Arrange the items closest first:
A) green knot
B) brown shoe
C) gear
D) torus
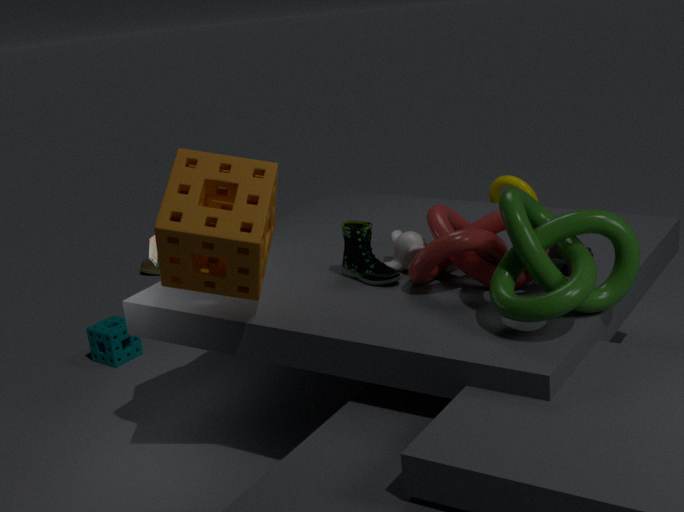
green knot → gear → torus → brown shoe
